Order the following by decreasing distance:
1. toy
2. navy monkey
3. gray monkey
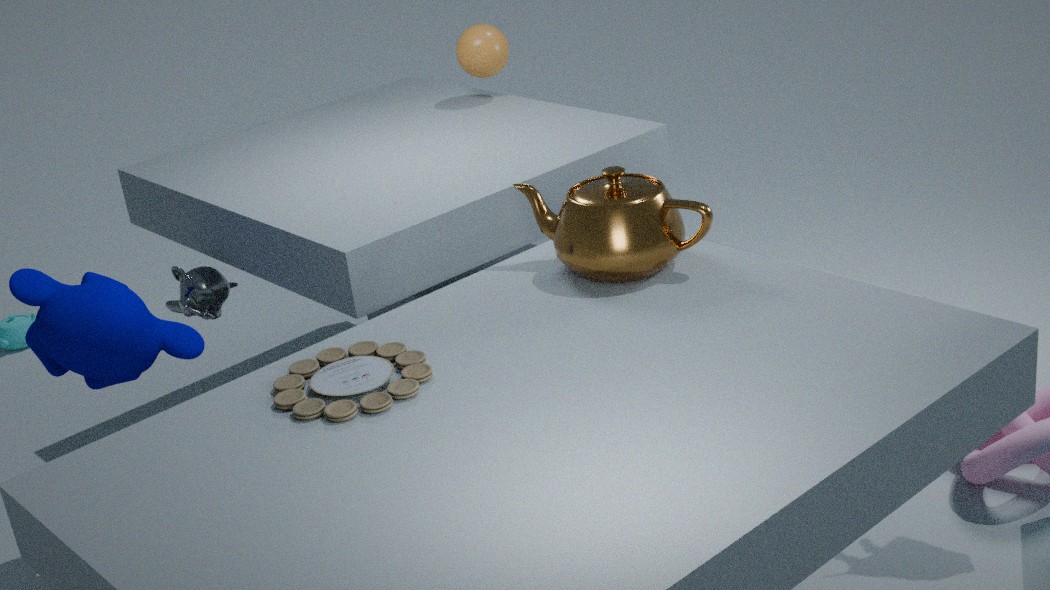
gray monkey < navy monkey < toy
